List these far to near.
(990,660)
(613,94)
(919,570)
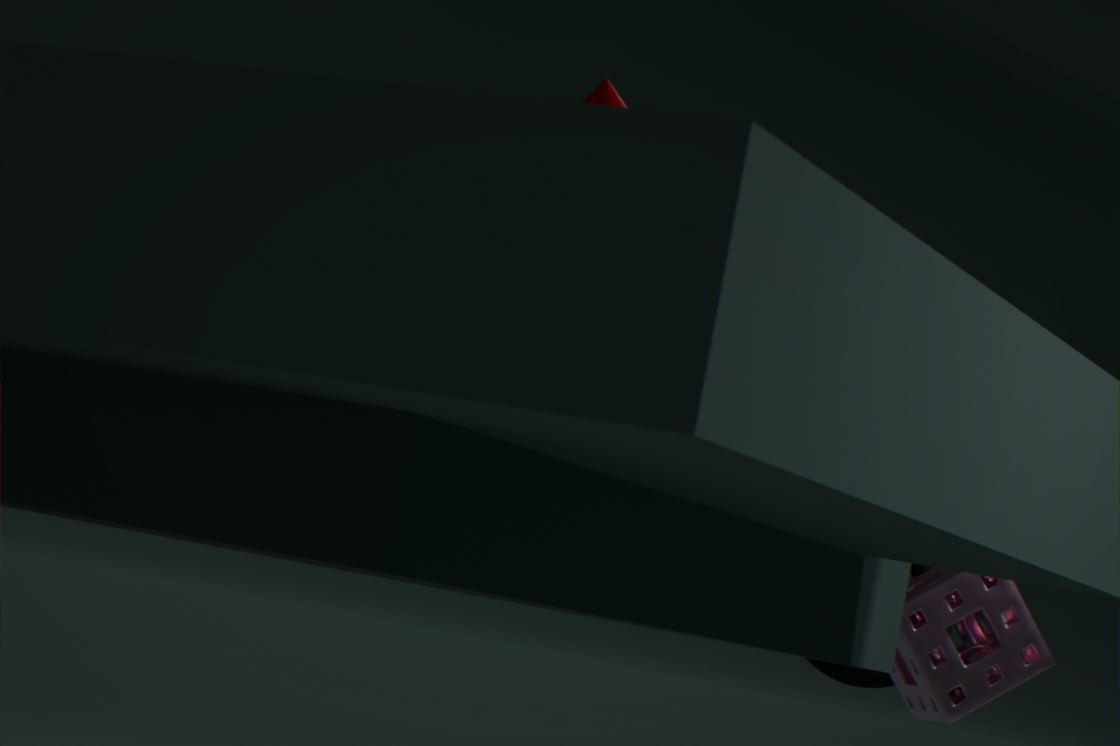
(919,570) < (990,660) < (613,94)
